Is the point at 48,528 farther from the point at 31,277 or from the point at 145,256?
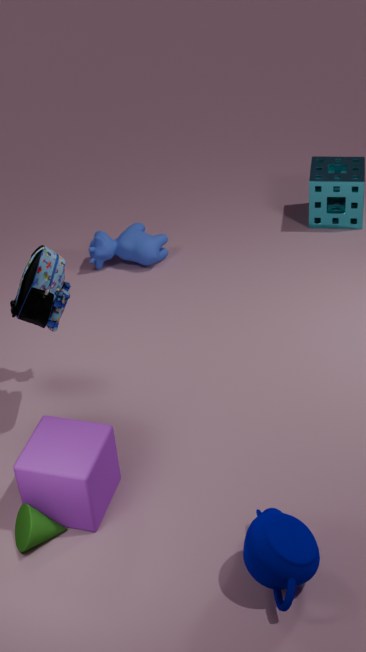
the point at 145,256
